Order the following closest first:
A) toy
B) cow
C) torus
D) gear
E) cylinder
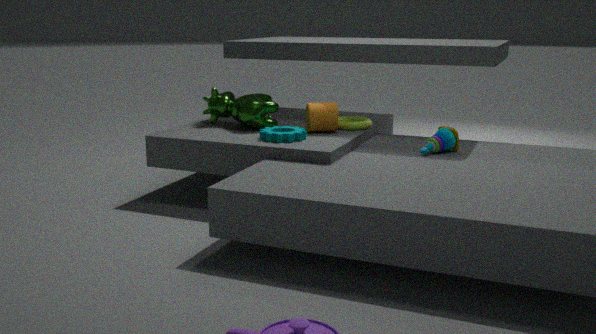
1. gear
2. toy
3. cylinder
4. cow
5. torus
